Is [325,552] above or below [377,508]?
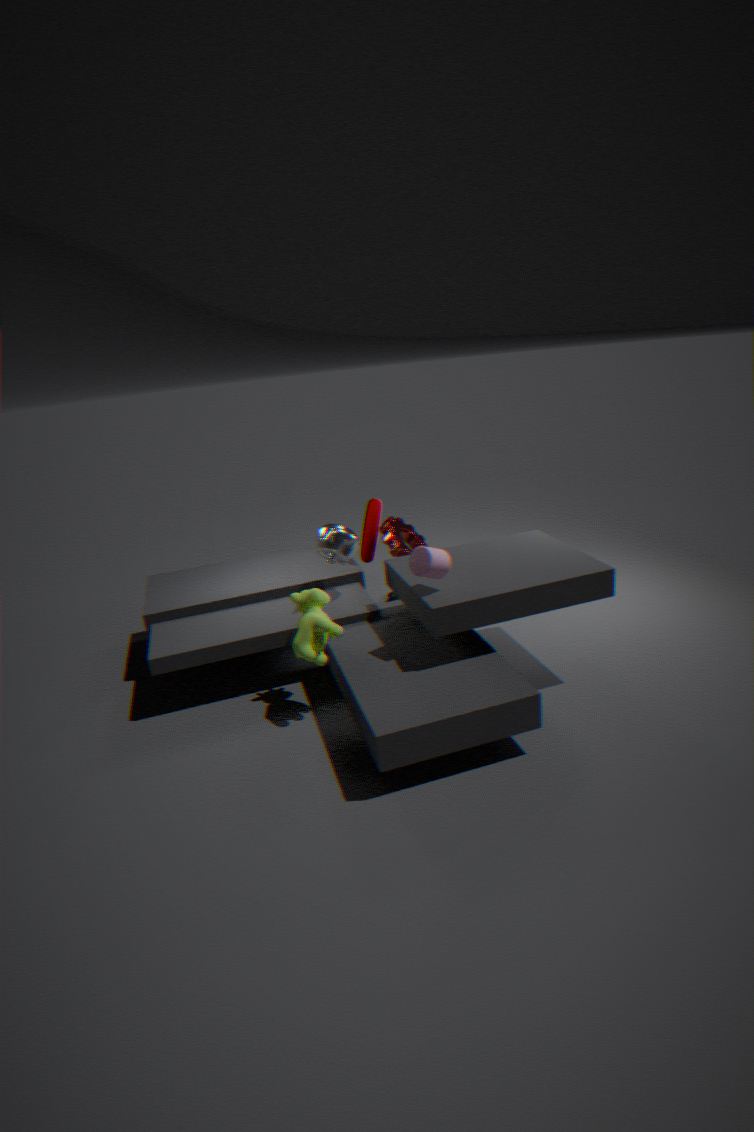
above
